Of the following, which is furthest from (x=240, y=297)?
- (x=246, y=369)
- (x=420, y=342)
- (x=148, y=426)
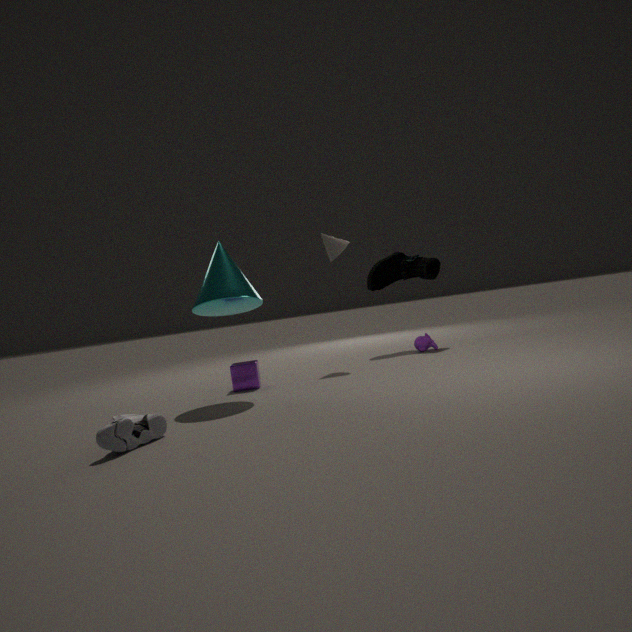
(x=420, y=342)
